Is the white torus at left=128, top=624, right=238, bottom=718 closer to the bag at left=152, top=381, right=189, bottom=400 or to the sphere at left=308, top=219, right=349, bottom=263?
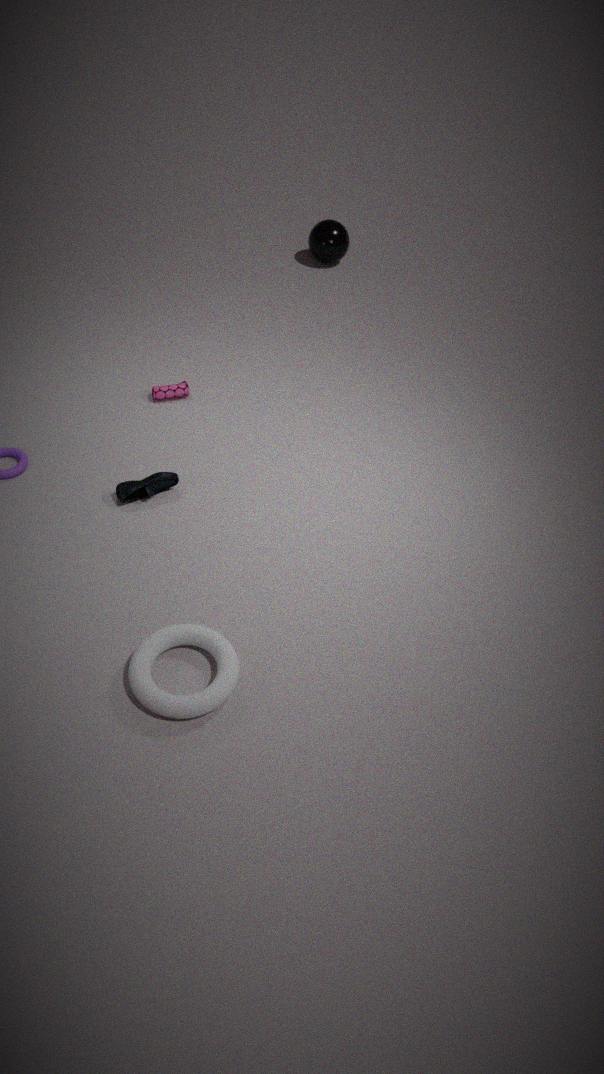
the bag at left=152, top=381, right=189, bottom=400
